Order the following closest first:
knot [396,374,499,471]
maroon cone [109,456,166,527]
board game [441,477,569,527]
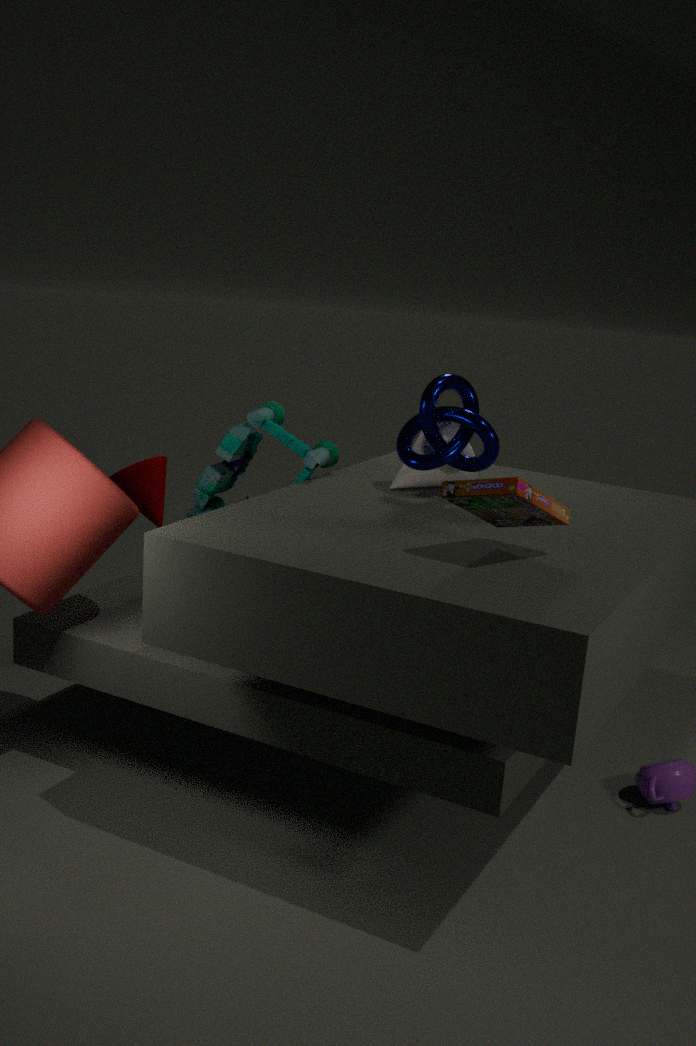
board game [441,477,569,527], knot [396,374,499,471], maroon cone [109,456,166,527]
